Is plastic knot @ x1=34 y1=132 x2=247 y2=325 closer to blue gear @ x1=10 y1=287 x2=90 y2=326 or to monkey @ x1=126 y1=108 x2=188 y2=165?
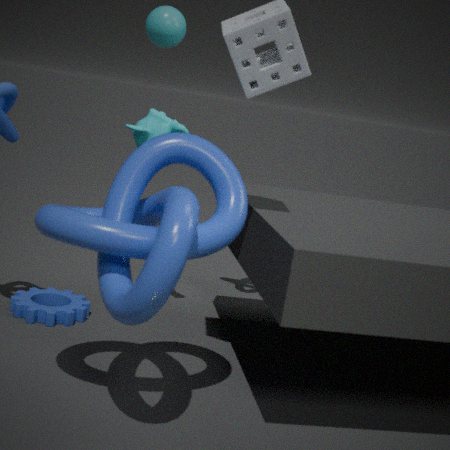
monkey @ x1=126 y1=108 x2=188 y2=165
